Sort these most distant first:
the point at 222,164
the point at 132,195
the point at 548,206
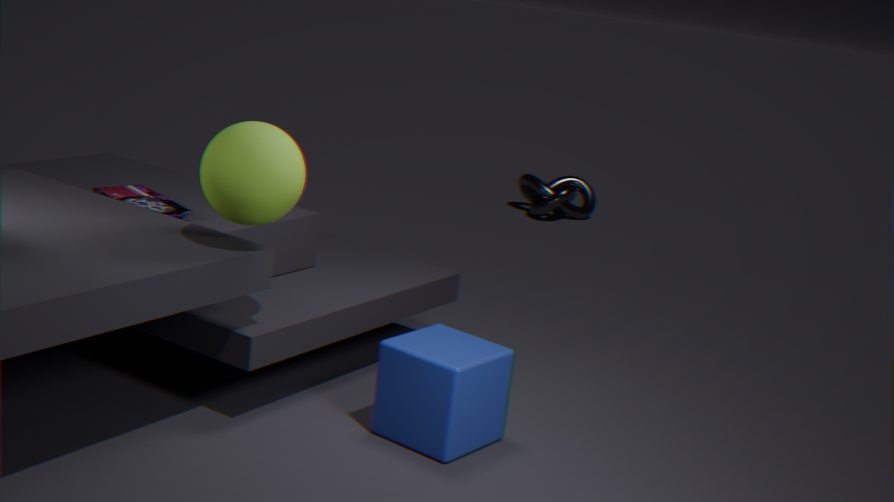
the point at 548,206 < the point at 132,195 < the point at 222,164
